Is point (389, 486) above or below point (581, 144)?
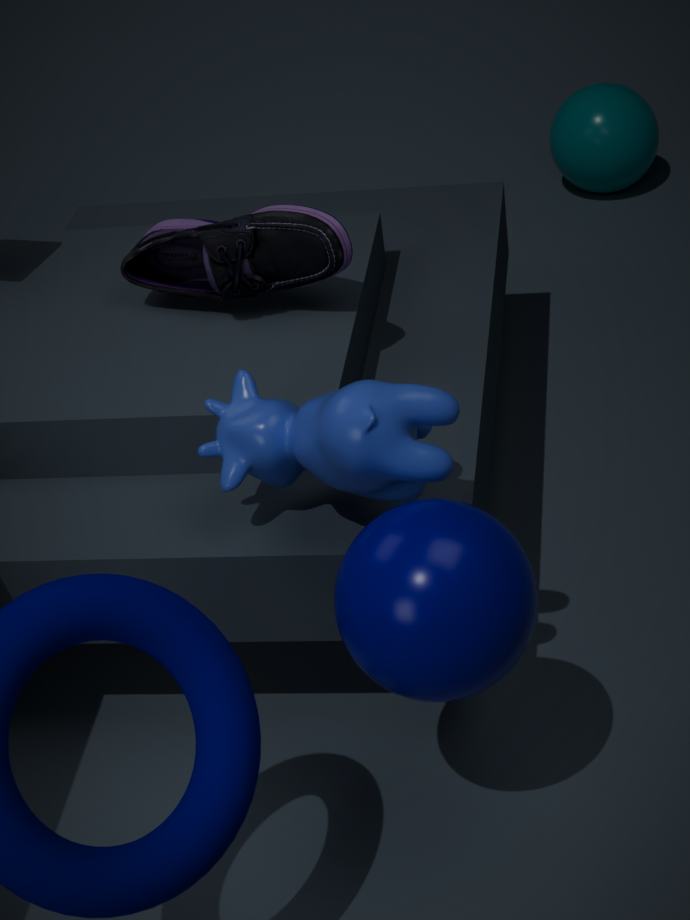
above
